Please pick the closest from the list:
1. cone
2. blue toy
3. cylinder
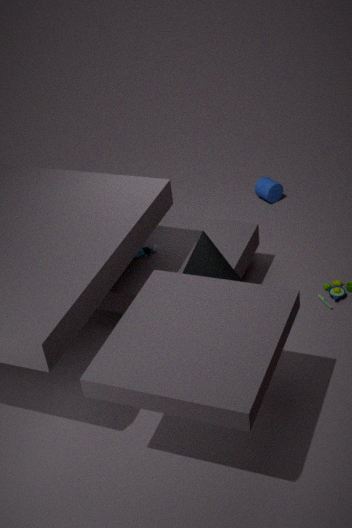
cone
